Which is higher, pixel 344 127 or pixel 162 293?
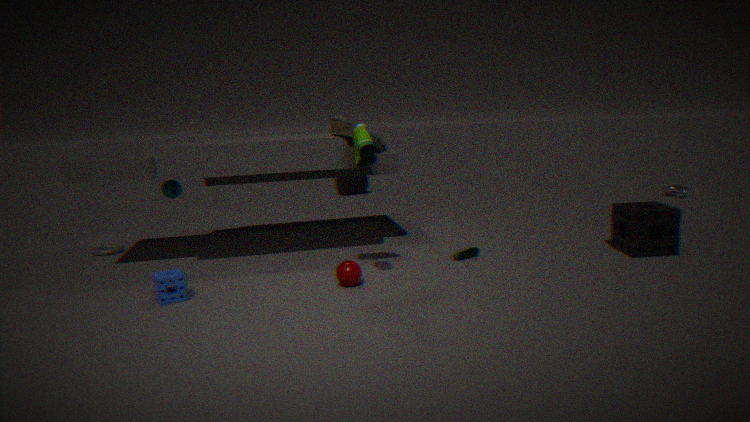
pixel 344 127
